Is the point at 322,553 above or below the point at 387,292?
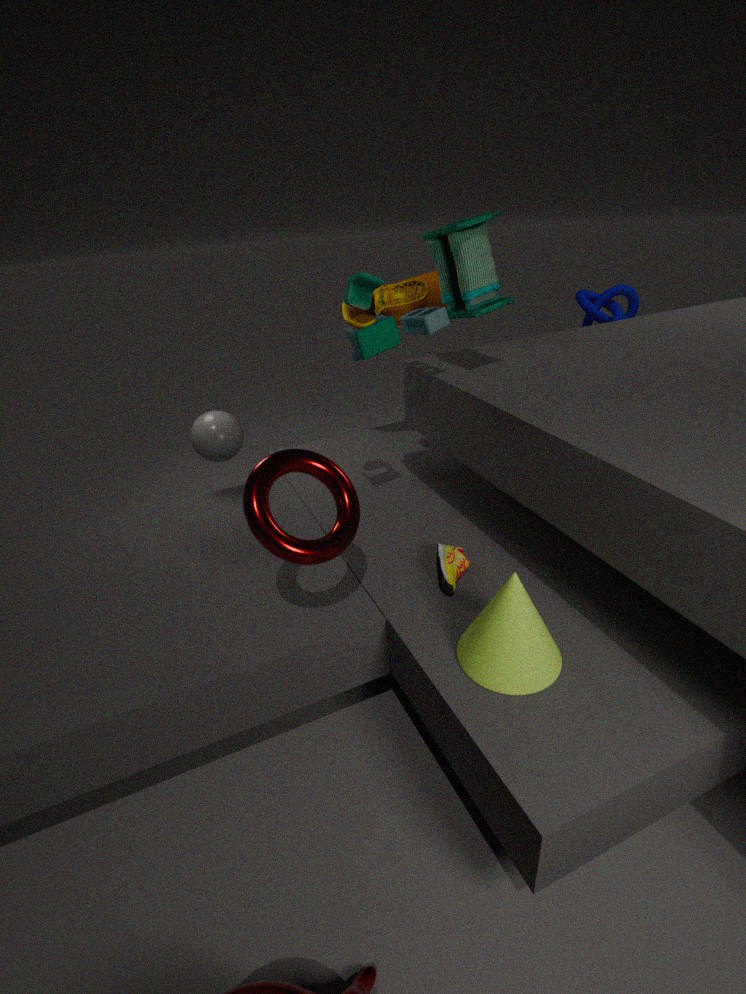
below
